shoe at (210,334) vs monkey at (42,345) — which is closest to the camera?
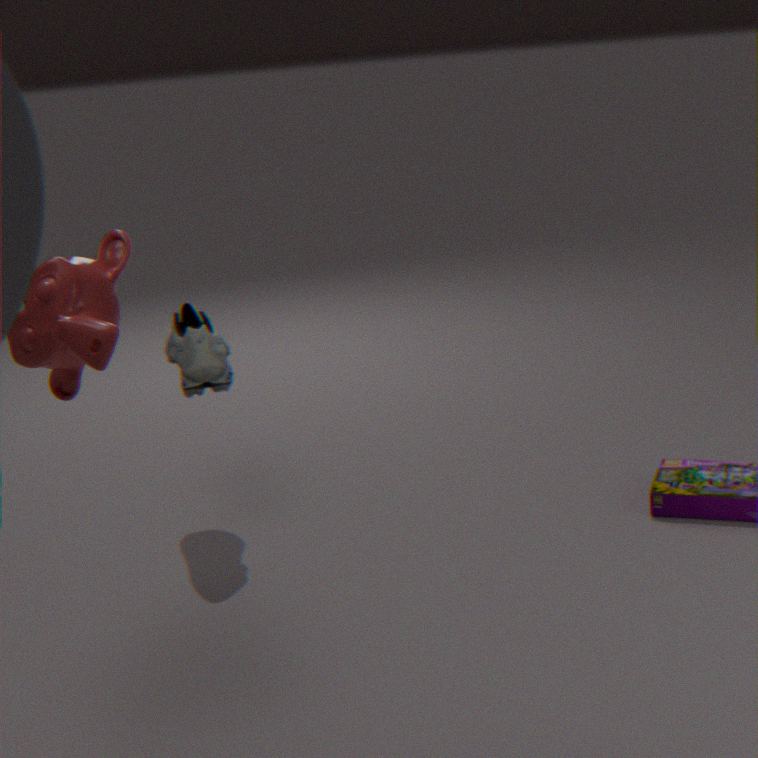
monkey at (42,345)
